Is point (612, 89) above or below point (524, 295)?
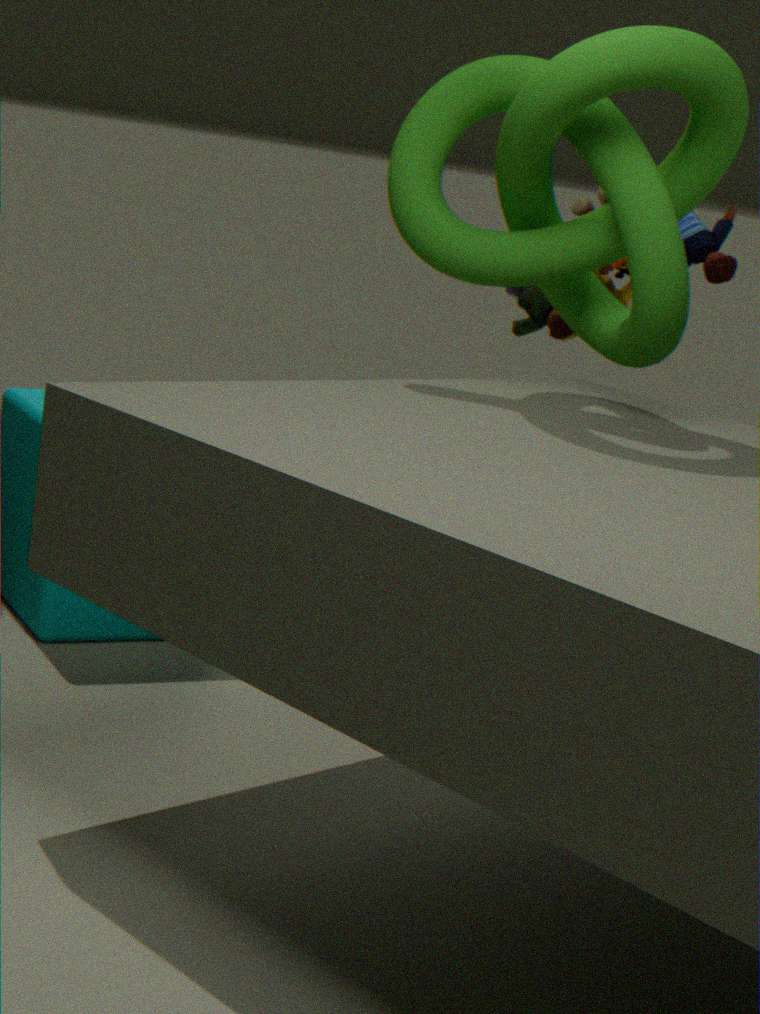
above
